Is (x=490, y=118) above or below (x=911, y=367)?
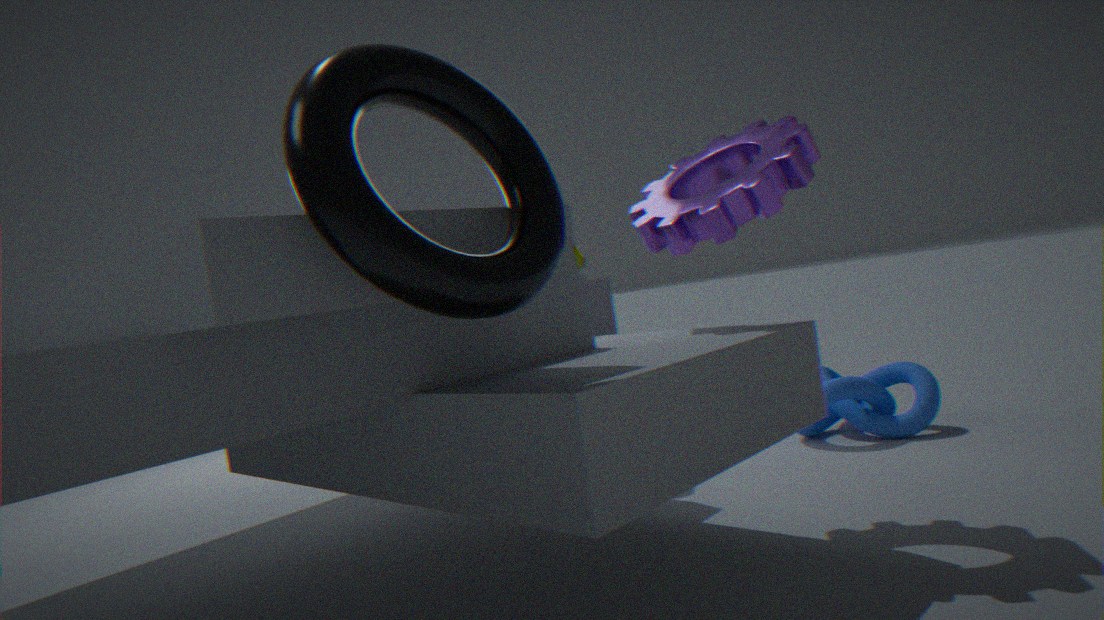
above
